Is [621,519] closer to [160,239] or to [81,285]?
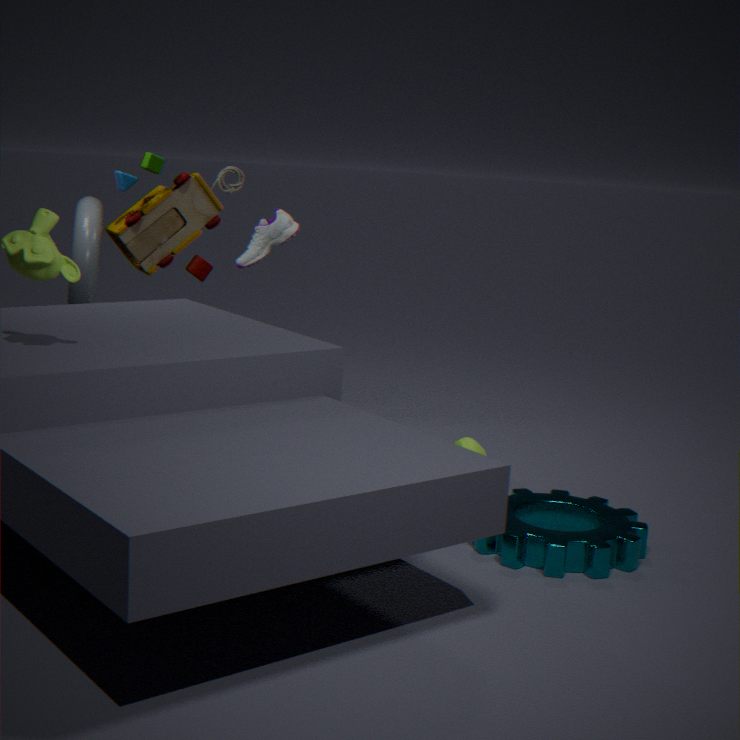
[160,239]
